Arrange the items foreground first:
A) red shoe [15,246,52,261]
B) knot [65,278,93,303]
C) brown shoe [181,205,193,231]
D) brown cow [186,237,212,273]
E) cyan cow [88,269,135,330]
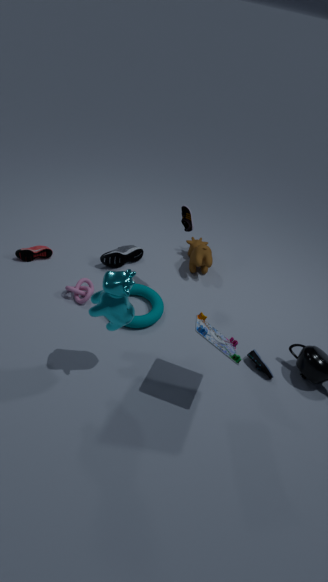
cyan cow [88,269,135,330], brown shoe [181,205,193,231], knot [65,278,93,303], red shoe [15,246,52,261], brown cow [186,237,212,273]
